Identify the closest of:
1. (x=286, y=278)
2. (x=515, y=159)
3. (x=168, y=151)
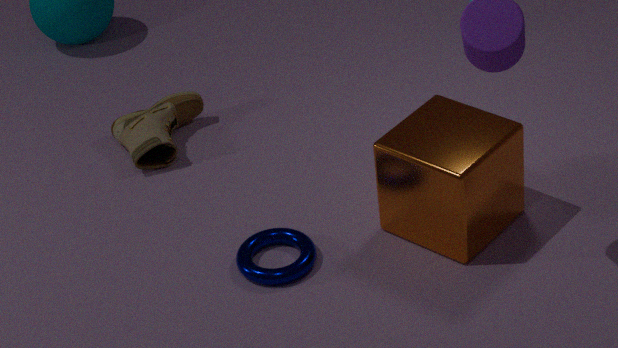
(x=286, y=278)
